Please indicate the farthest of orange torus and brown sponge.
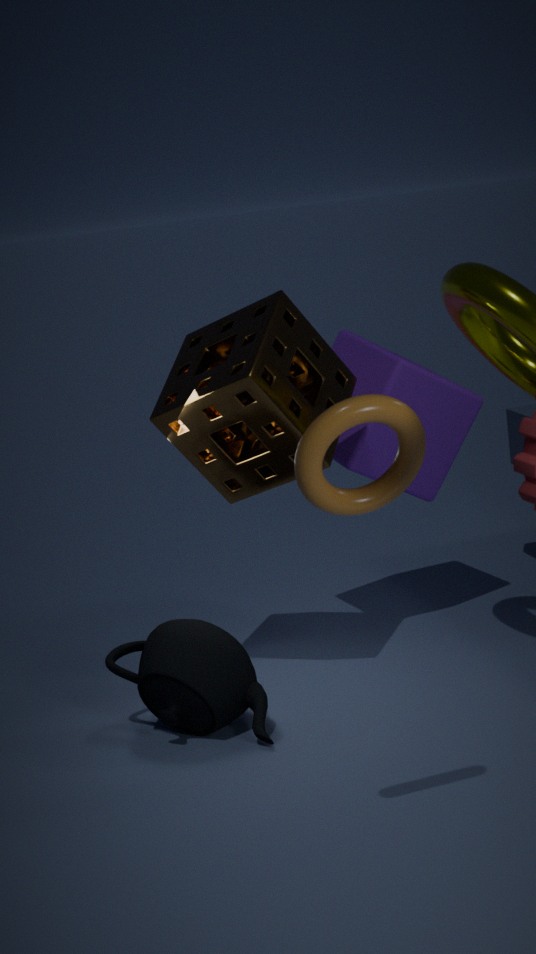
brown sponge
